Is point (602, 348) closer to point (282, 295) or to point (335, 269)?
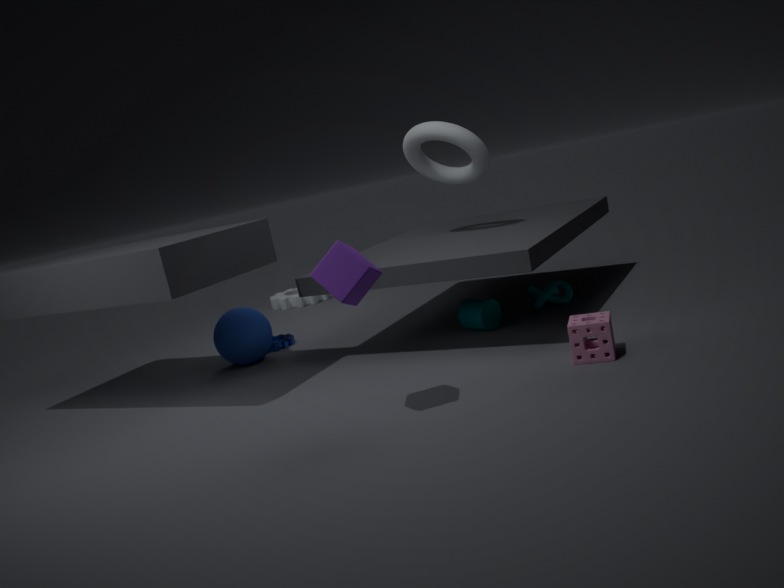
point (335, 269)
